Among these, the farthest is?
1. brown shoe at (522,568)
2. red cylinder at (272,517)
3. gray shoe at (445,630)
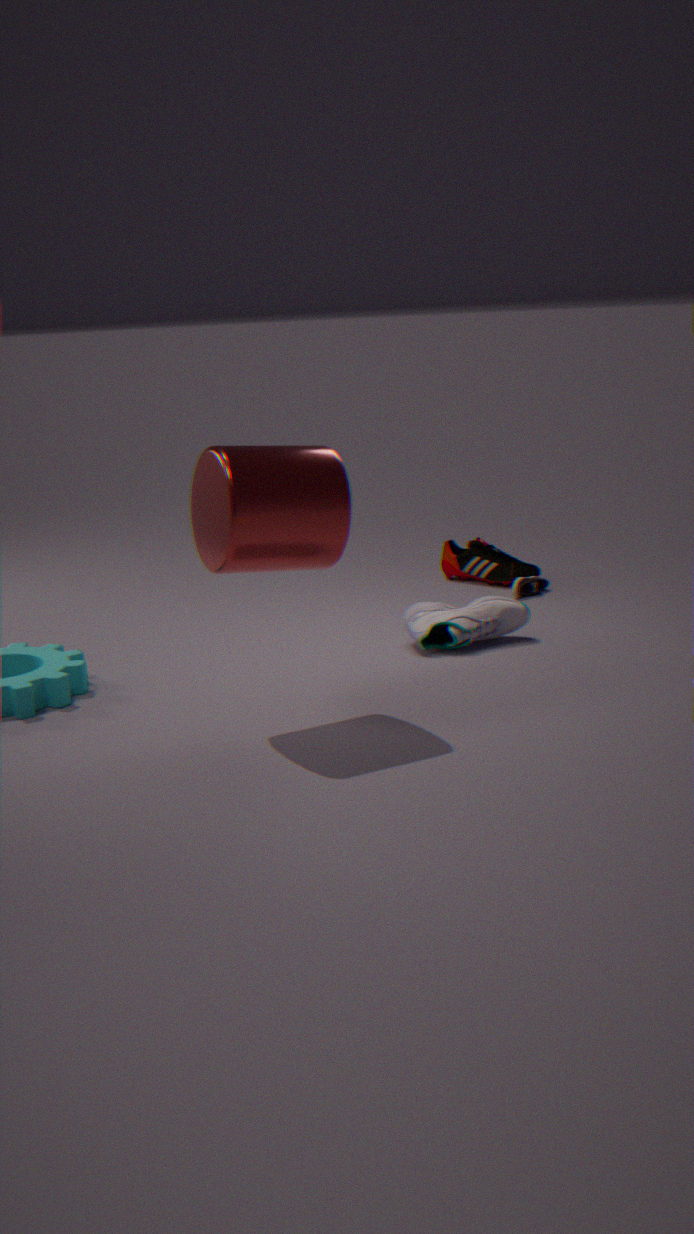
brown shoe at (522,568)
